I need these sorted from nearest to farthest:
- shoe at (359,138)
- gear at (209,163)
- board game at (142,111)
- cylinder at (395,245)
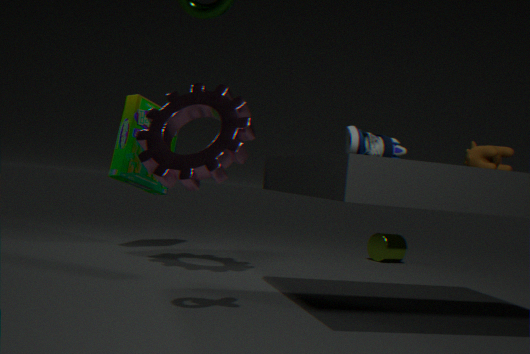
shoe at (359,138)
gear at (209,163)
board game at (142,111)
cylinder at (395,245)
